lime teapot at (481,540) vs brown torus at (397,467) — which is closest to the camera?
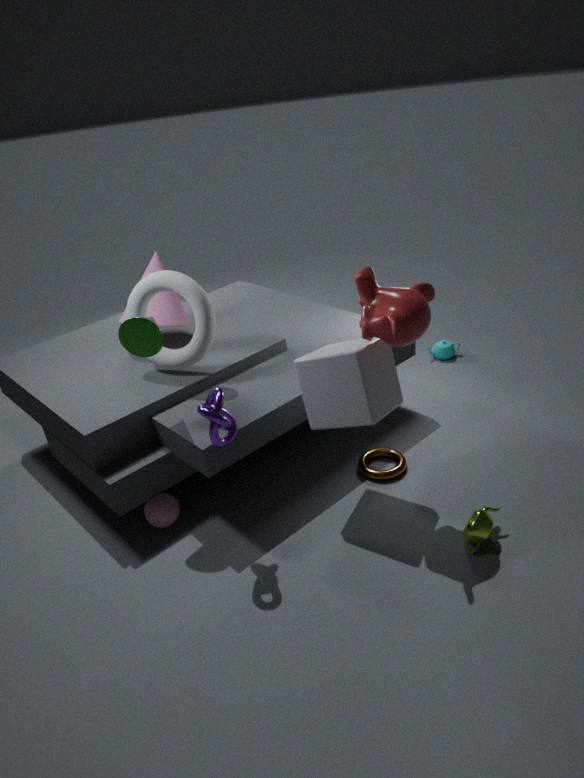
lime teapot at (481,540)
